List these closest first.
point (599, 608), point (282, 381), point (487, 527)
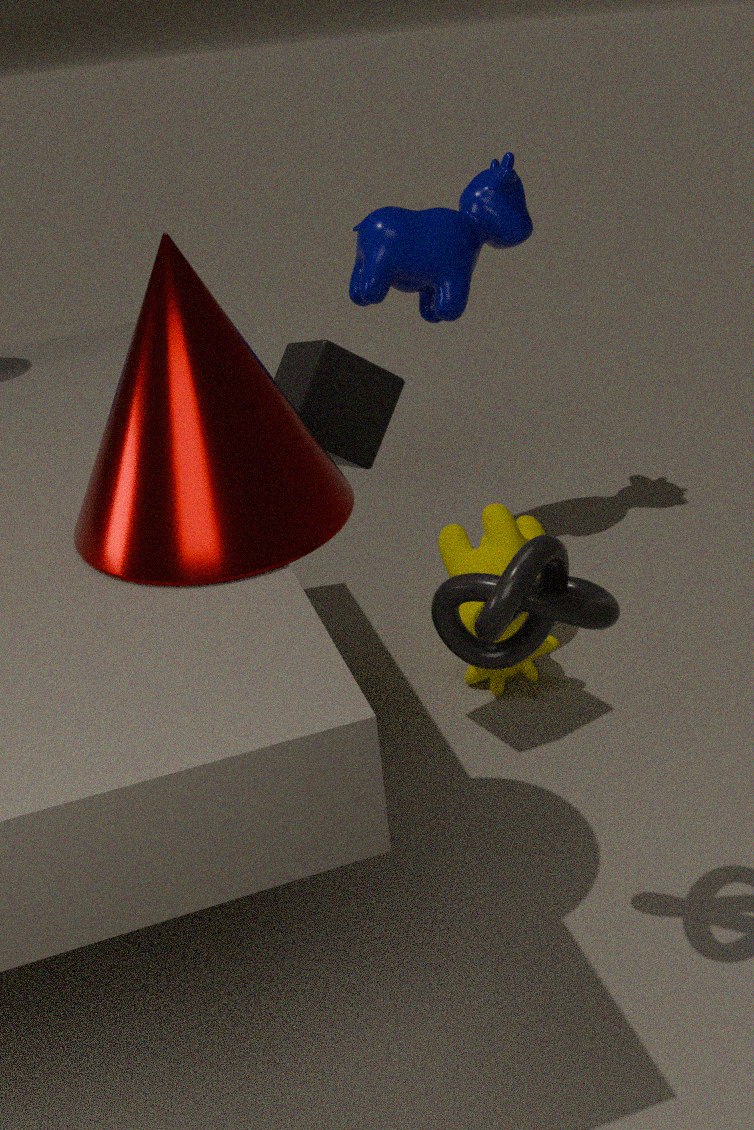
1. point (599, 608)
2. point (282, 381)
3. point (487, 527)
